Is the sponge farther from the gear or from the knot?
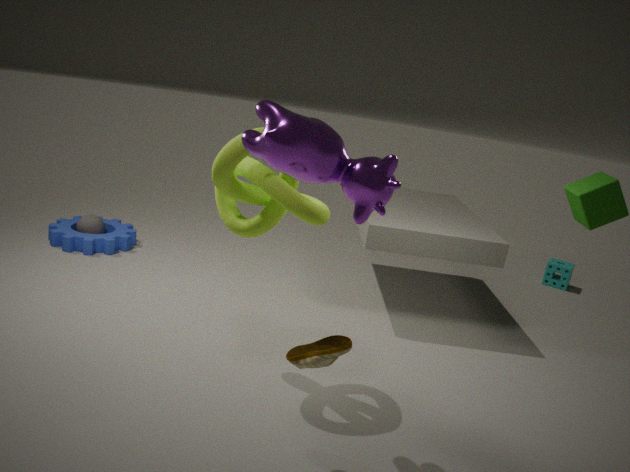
the gear
